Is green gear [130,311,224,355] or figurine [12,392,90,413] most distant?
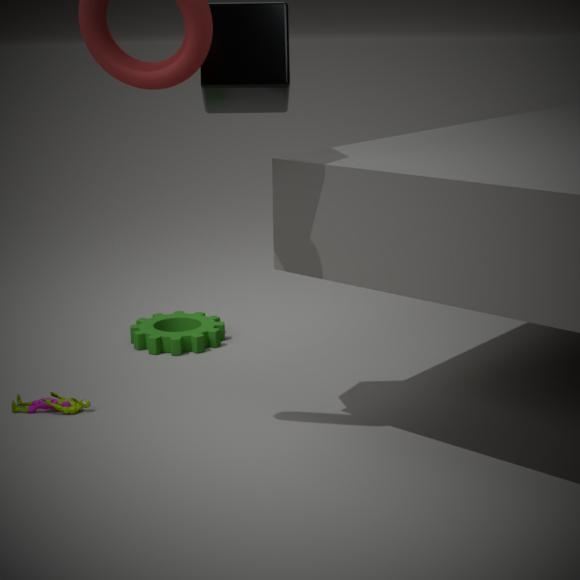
green gear [130,311,224,355]
